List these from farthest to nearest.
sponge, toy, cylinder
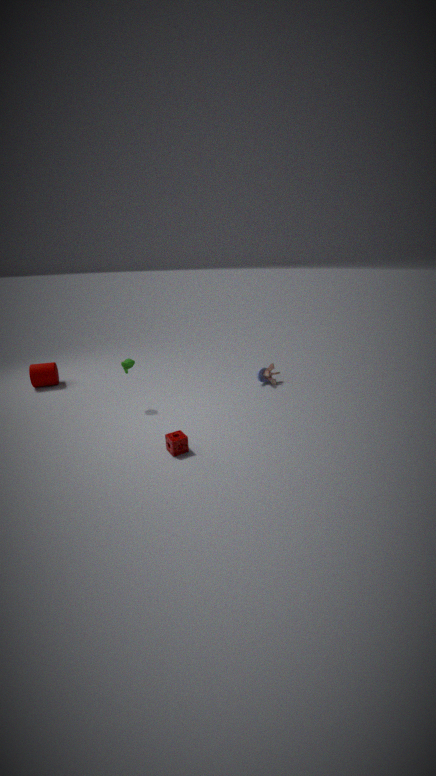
toy
cylinder
sponge
